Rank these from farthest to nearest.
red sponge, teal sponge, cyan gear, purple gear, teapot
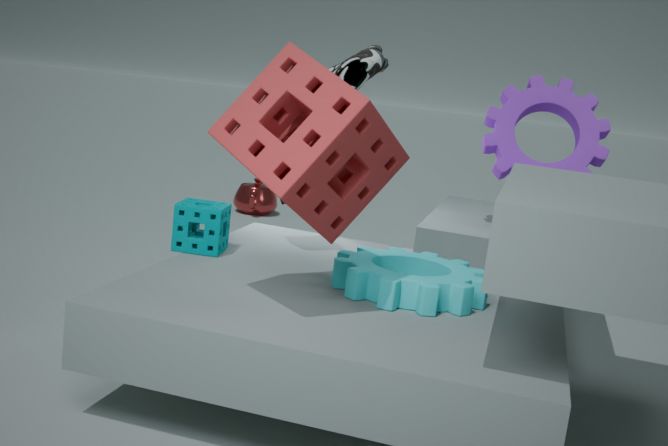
teapot, purple gear, teal sponge, cyan gear, red sponge
